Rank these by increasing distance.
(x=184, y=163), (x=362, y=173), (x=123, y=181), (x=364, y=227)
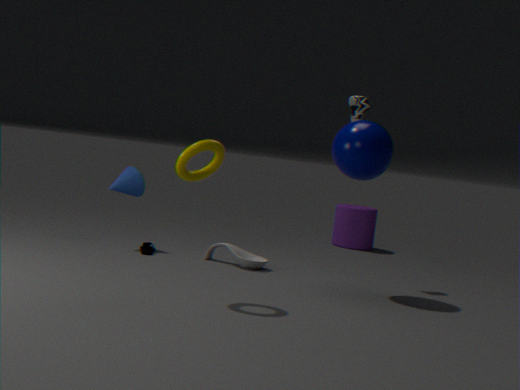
(x=184, y=163)
(x=362, y=173)
(x=123, y=181)
(x=364, y=227)
